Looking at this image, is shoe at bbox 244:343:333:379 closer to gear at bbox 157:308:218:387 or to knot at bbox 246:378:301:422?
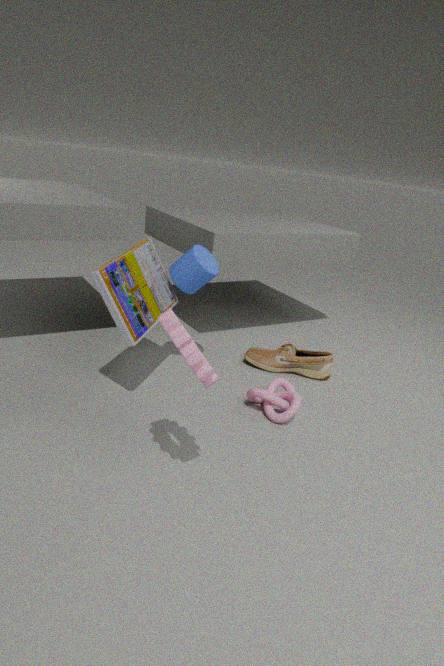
knot at bbox 246:378:301:422
